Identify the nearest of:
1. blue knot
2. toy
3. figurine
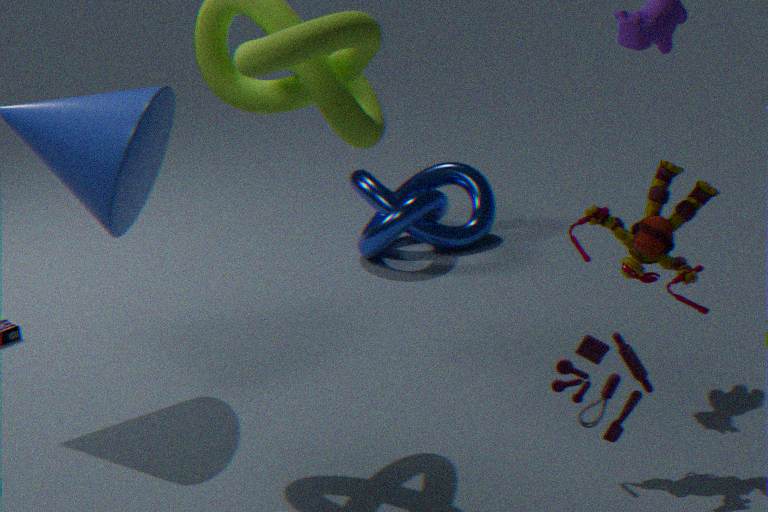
toy
